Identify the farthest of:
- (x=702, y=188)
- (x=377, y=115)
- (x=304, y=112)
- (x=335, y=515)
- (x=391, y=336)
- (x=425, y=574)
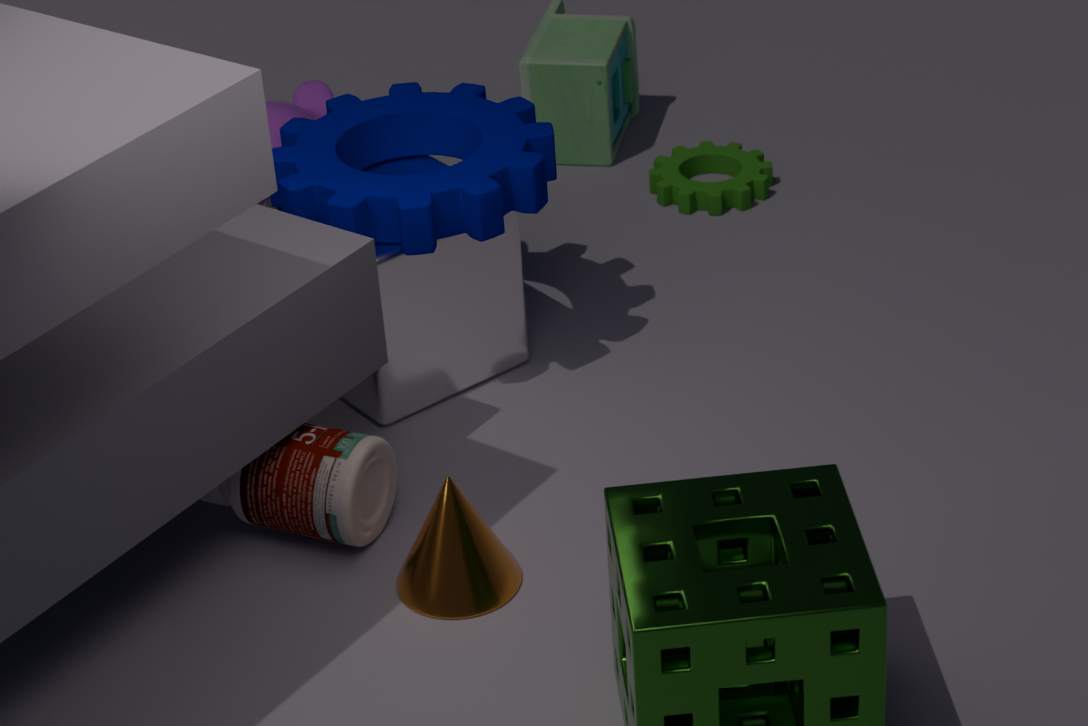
(x=702, y=188)
